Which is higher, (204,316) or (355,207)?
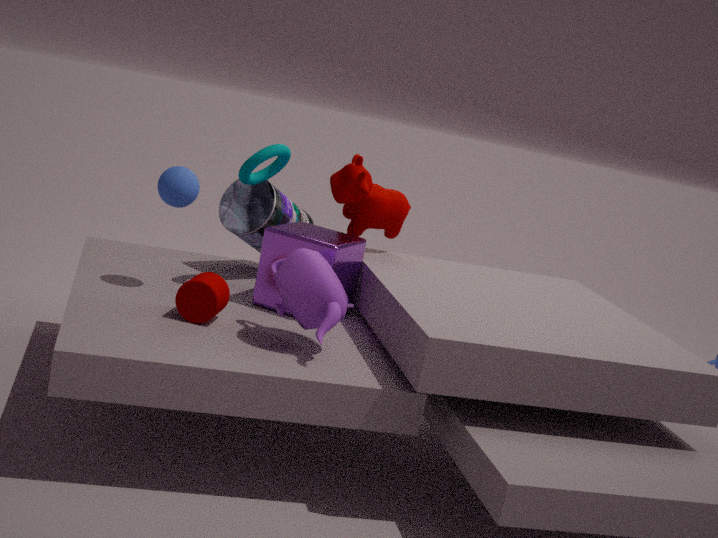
(355,207)
